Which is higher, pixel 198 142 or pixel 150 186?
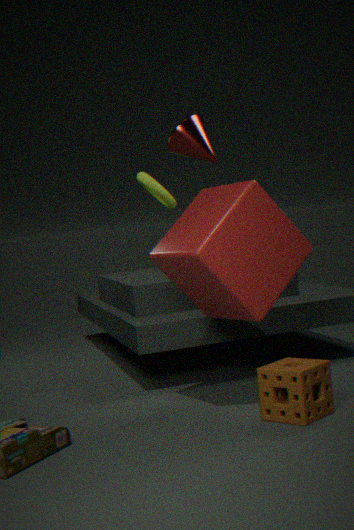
pixel 198 142
